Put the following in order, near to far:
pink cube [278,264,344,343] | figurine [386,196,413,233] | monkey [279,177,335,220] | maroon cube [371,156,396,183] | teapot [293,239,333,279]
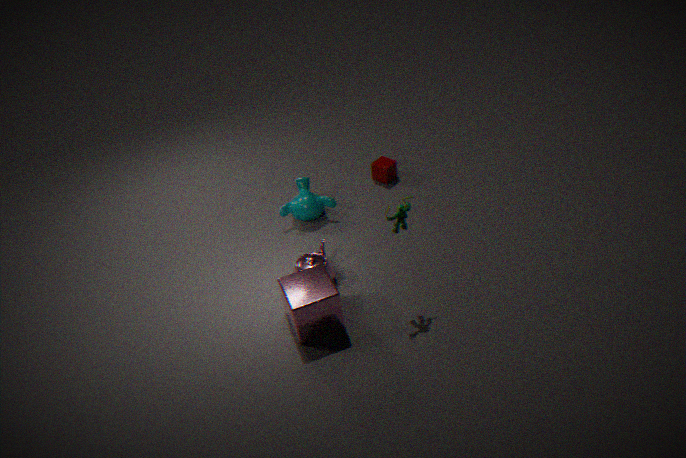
figurine [386,196,413,233], pink cube [278,264,344,343], teapot [293,239,333,279], monkey [279,177,335,220], maroon cube [371,156,396,183]
